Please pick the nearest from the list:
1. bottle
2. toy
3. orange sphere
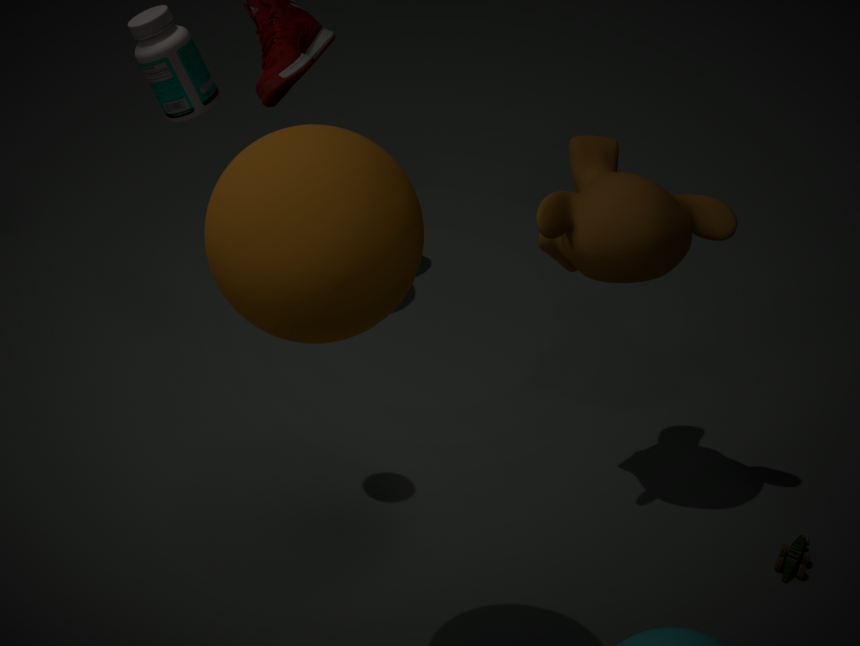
orange sphere
